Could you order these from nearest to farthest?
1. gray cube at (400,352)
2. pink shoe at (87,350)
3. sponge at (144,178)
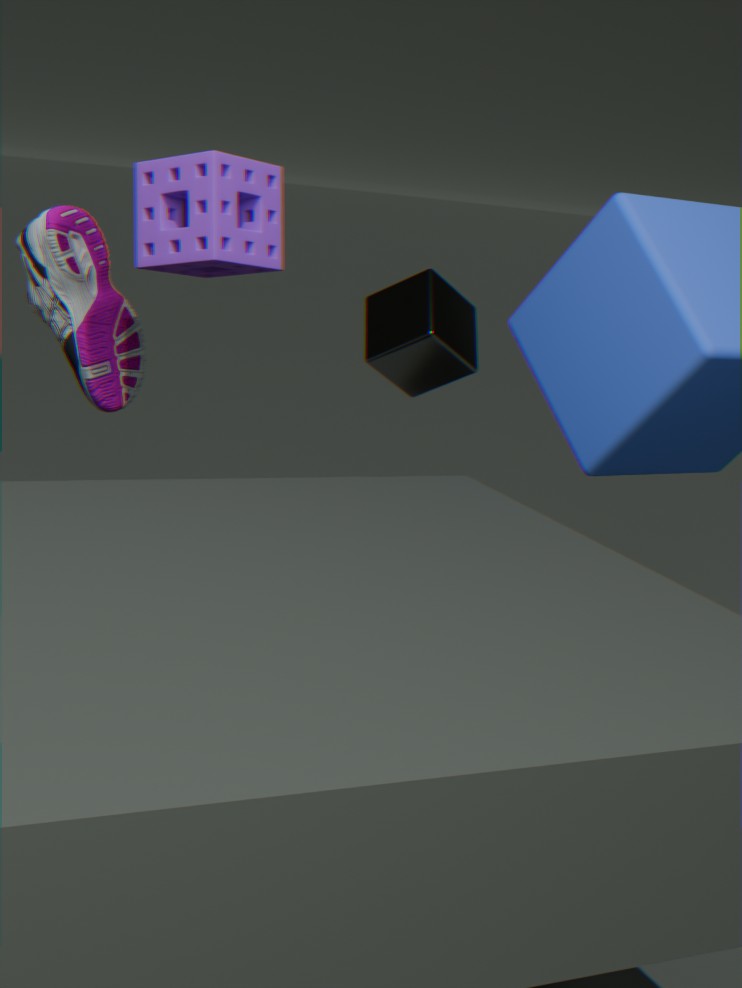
sponge at (144,178)
pink shoe at (87,350)
gray cube at (400,352)
